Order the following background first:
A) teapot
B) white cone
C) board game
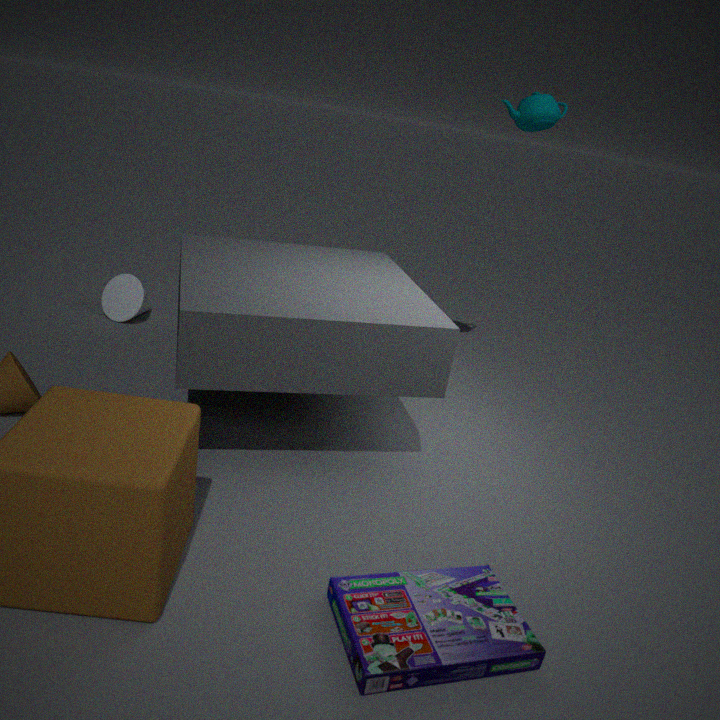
white cone < teapot < board game
